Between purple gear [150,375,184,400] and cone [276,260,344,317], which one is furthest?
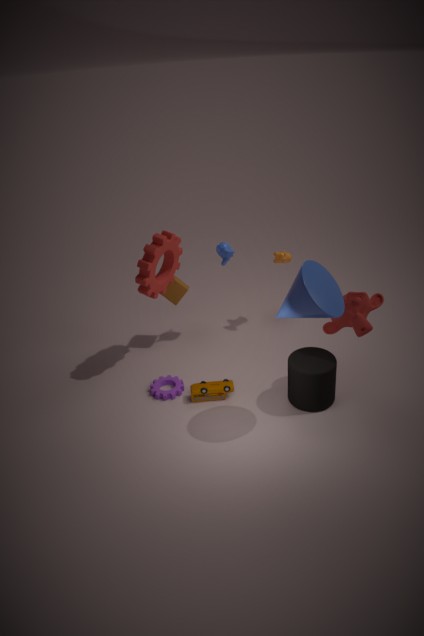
purple gear [150,375,184,400]
